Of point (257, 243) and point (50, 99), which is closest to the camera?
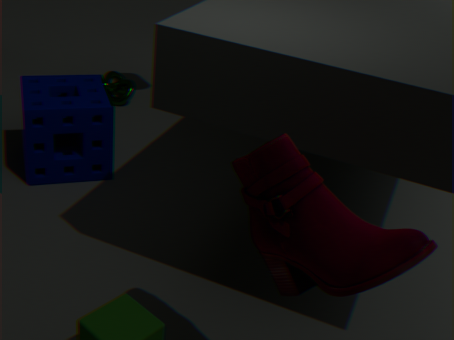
point (257, 243)
